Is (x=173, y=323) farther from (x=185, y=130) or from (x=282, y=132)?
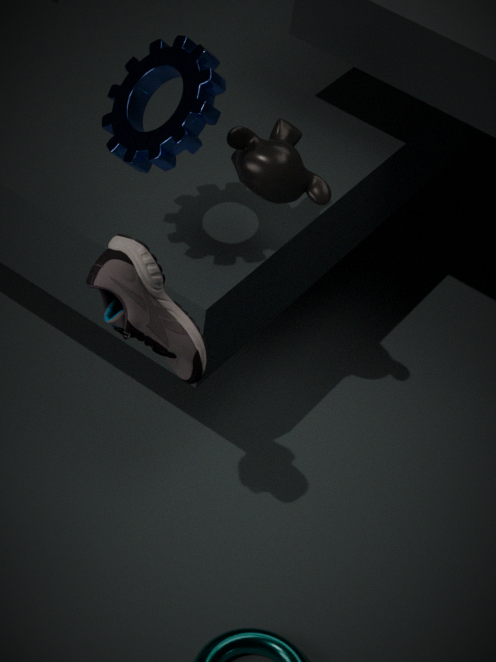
(x=282, y=132)
